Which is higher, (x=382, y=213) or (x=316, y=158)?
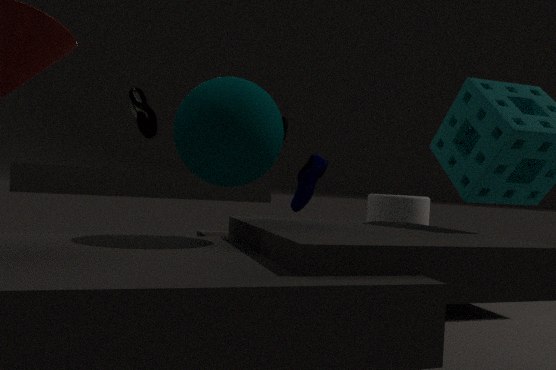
(x=316, y=158)
